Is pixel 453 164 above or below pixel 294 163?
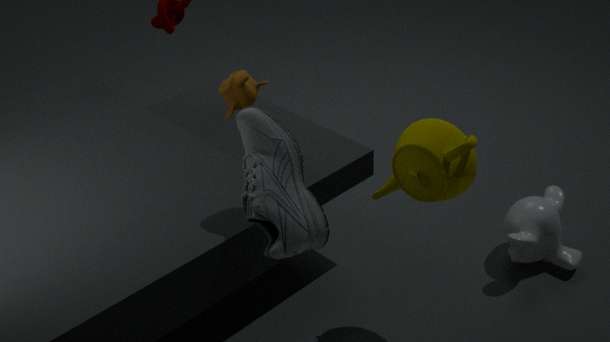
below
